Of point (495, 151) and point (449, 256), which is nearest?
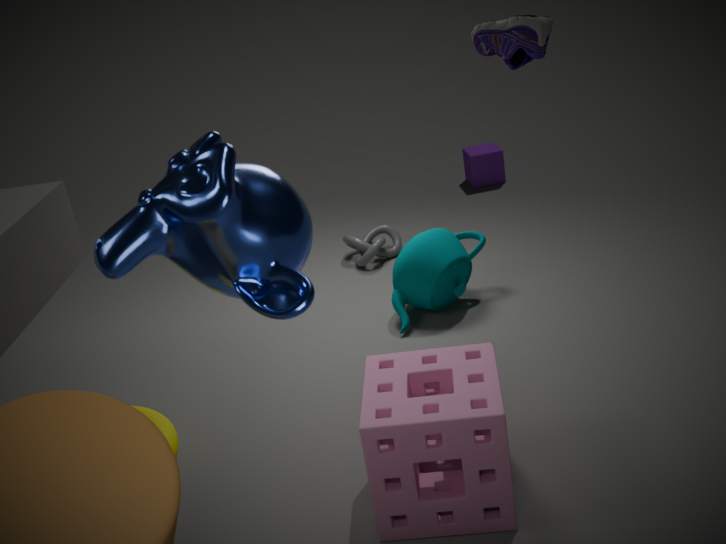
point (449, 256)
